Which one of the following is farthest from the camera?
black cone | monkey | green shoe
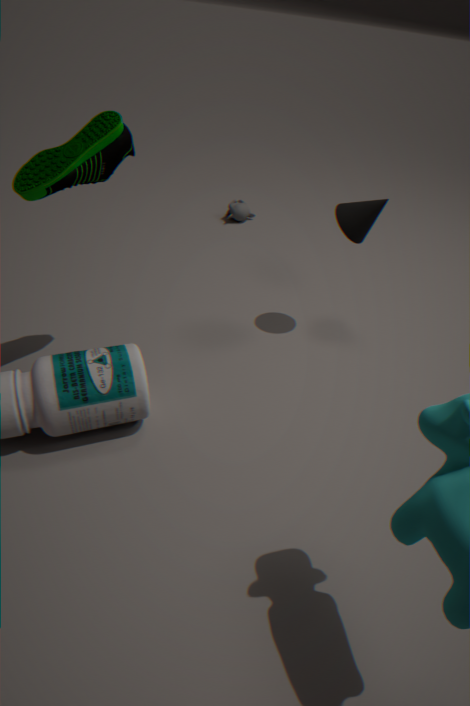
monkey
